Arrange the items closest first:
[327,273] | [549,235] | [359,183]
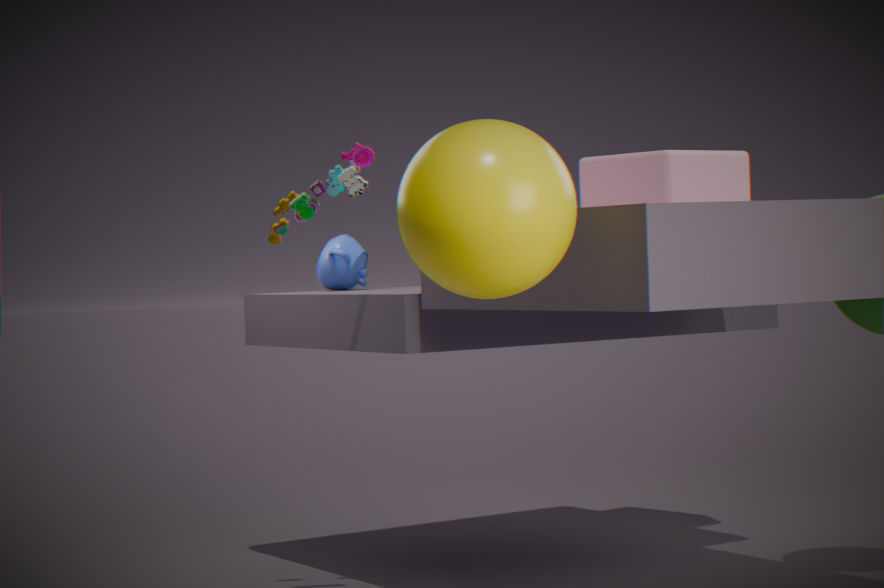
[549,235] < [359,183] < [327,273]
